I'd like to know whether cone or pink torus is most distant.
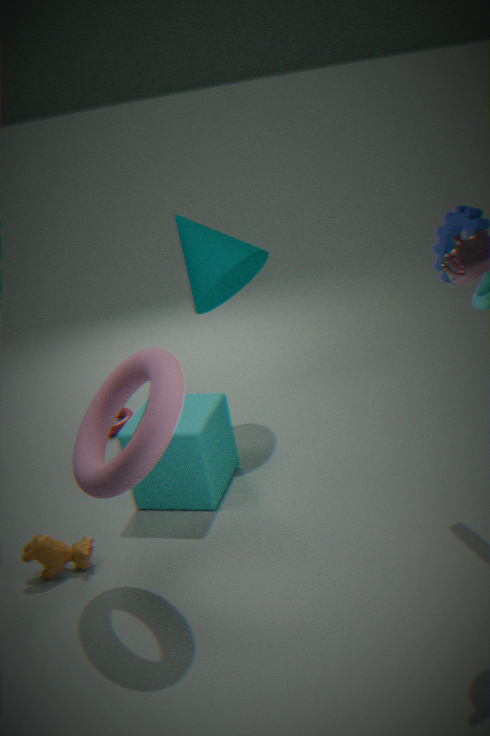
cone
